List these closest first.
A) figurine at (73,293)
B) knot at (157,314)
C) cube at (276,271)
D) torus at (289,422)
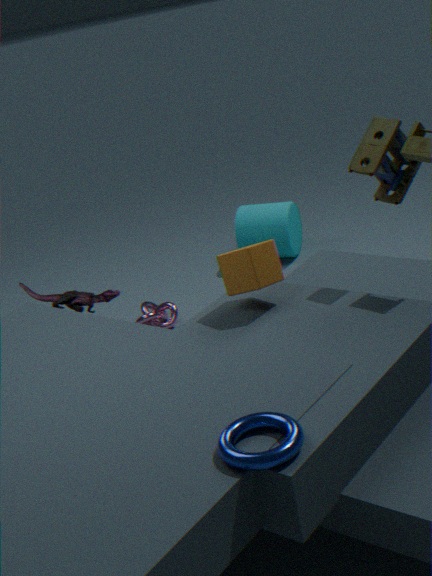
torus at (289,422) < cube at (276,271) < figurine at (73,293) < knot at (157,314)
